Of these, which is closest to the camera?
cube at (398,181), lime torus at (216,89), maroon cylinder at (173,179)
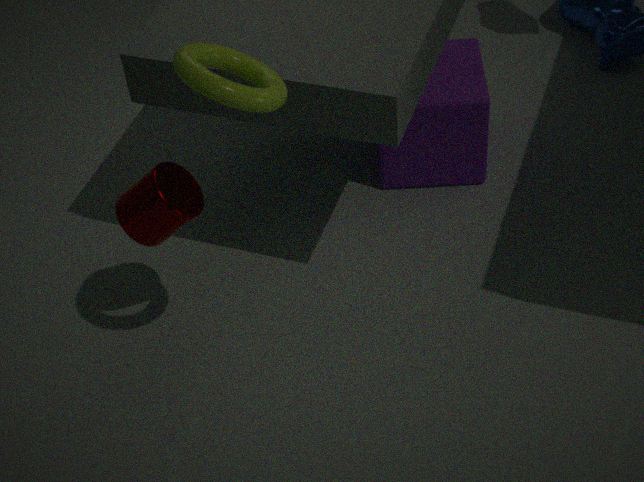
lime torus at (216,89)
